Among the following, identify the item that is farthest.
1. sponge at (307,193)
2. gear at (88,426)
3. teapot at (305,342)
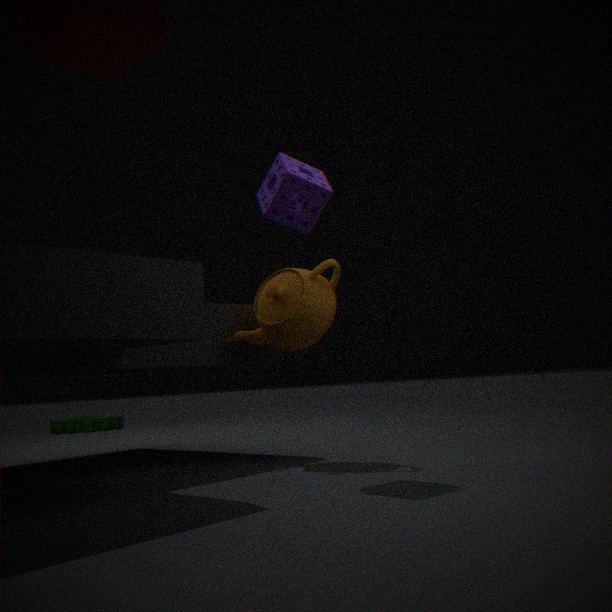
gear at (88,426)
